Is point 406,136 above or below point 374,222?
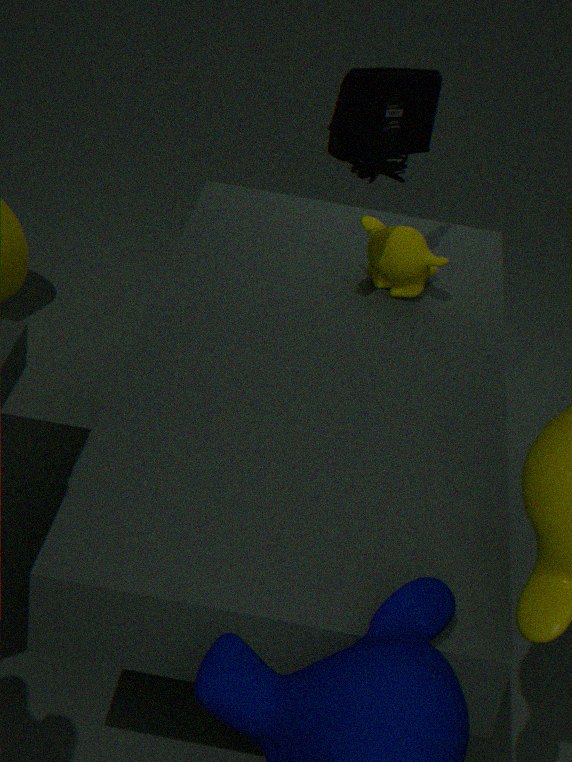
above
